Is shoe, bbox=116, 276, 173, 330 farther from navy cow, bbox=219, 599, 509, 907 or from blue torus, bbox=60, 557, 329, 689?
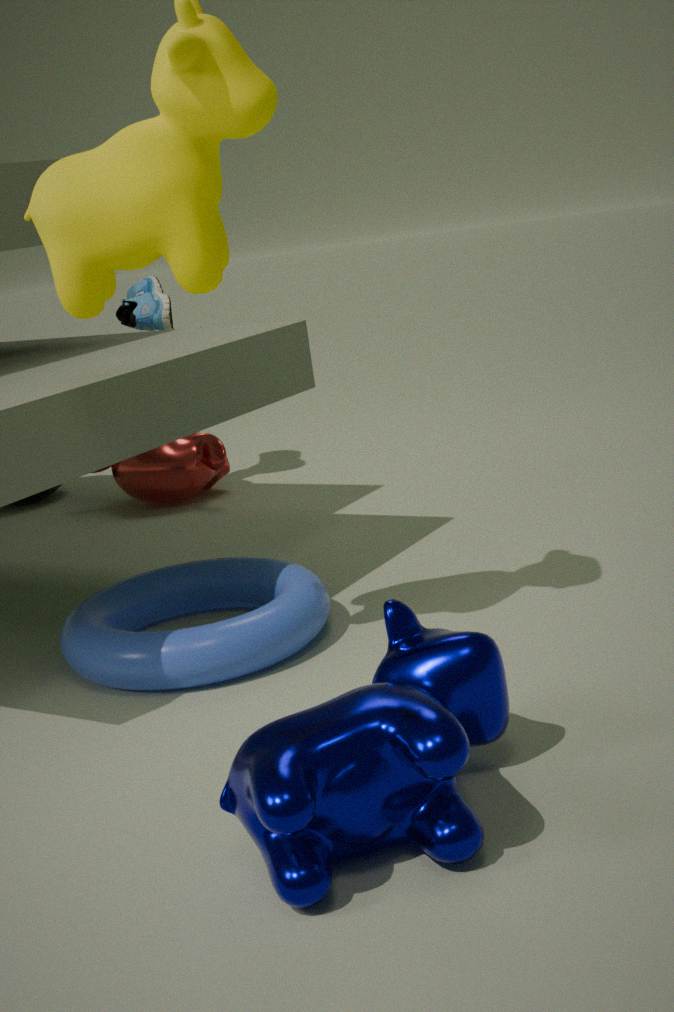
navy cow, bbox=219, 599, 509, 907
